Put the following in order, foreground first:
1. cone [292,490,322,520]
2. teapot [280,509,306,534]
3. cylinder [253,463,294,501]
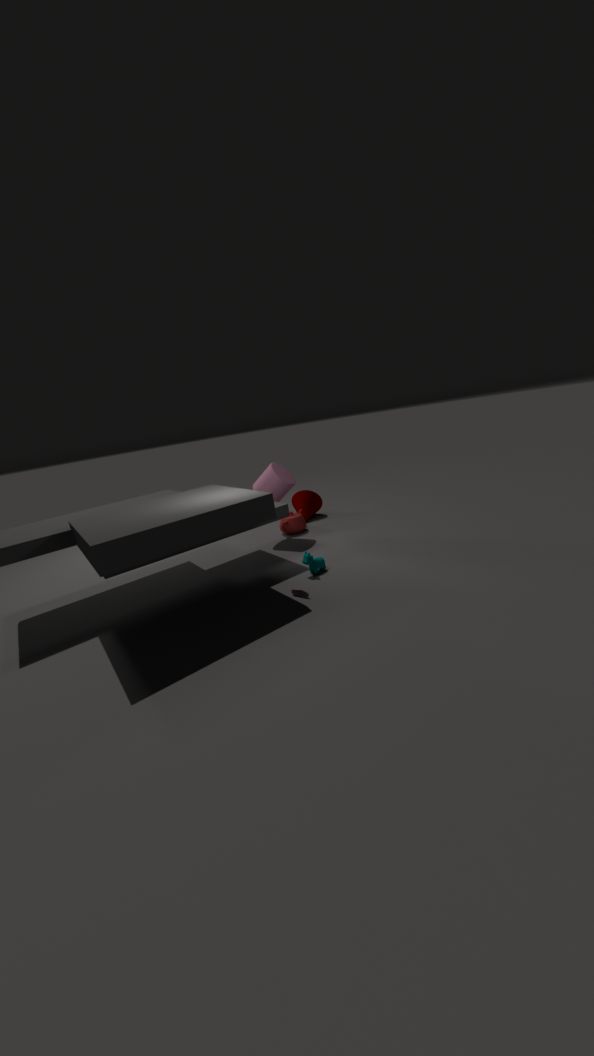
cylinder [253,463,294,501], teapot [280,509,306,534], cone [292,490,322,520]
